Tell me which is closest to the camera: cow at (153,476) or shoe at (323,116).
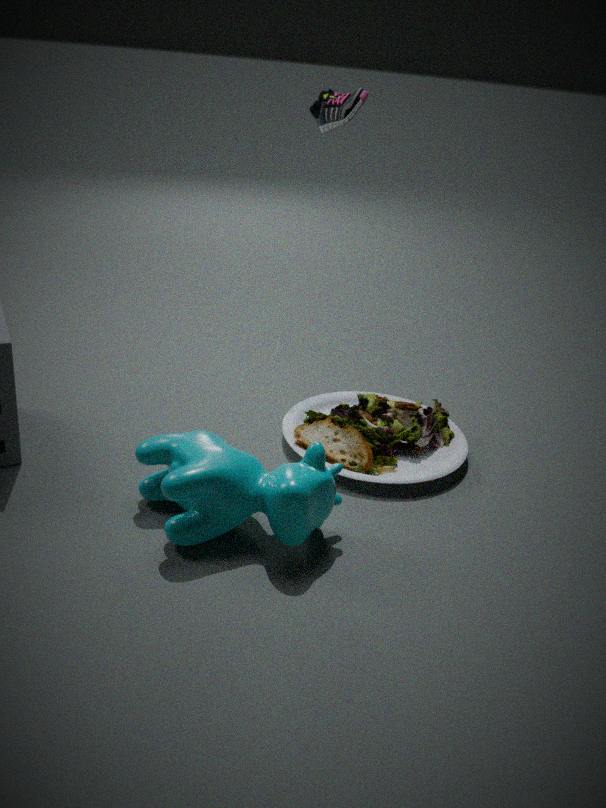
cow at (153,476)
